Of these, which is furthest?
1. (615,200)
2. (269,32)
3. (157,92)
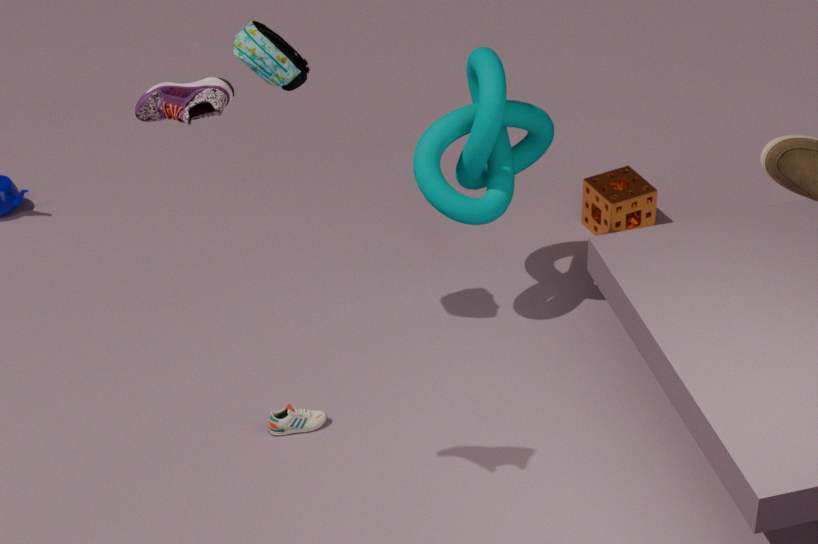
(615,200)
